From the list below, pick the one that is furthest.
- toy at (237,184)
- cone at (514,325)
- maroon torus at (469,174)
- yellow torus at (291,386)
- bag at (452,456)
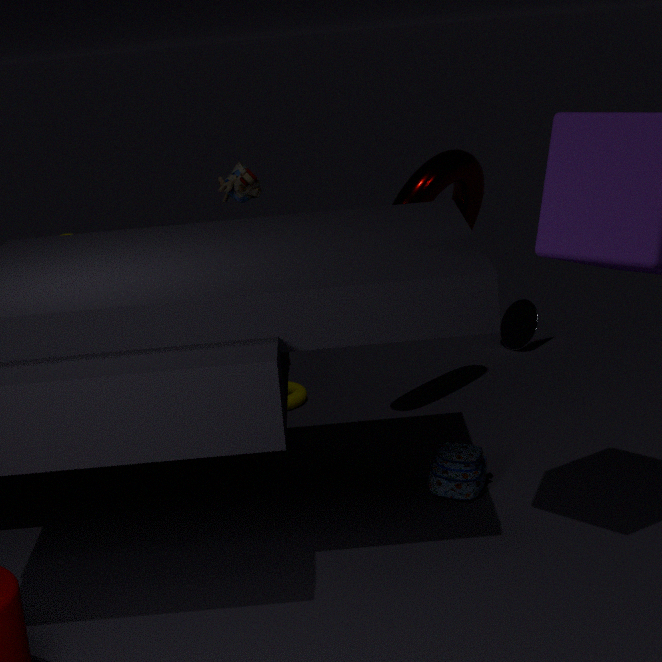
cone at (514,325)
